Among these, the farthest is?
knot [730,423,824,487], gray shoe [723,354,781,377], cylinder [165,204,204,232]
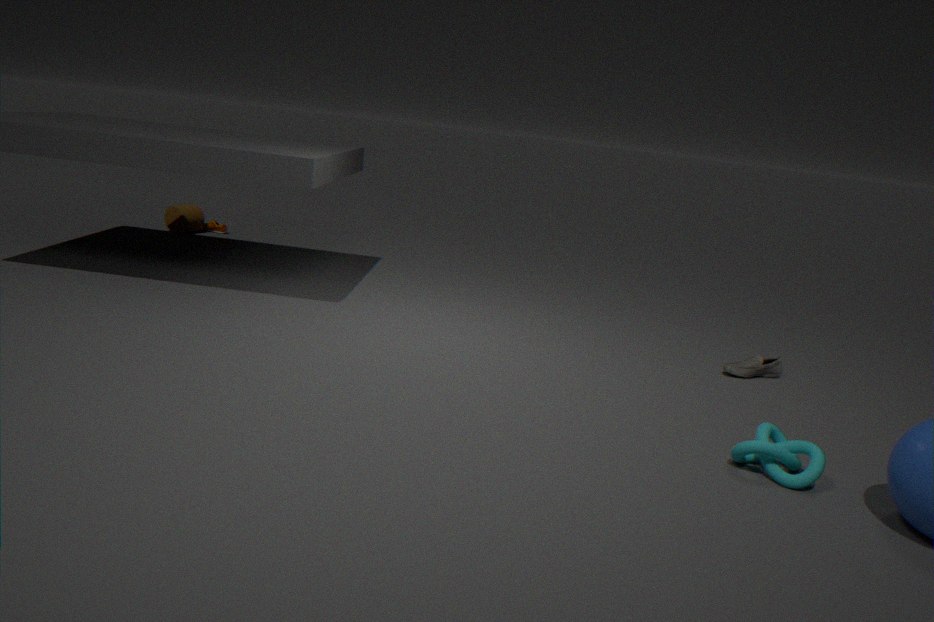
cylinder [165,204,204,232]
